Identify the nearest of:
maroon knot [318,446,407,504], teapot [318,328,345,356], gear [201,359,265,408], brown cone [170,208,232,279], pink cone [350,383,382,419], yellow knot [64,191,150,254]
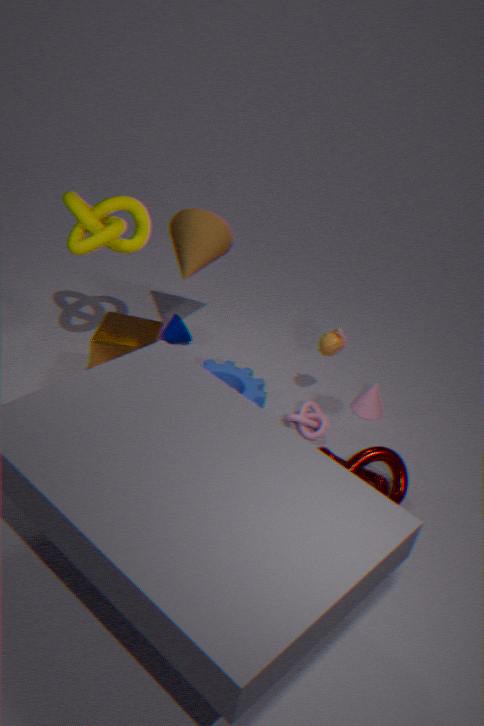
maroon knot [318,446,407,504]
